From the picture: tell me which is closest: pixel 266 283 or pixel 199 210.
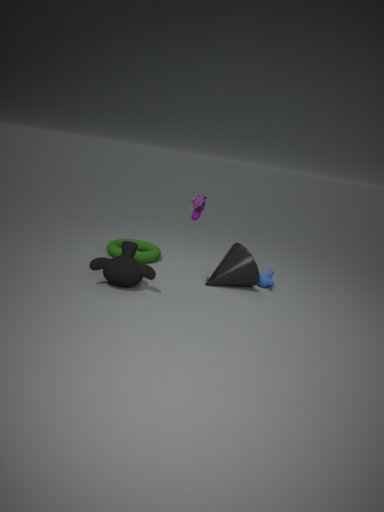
pixel 199 210
